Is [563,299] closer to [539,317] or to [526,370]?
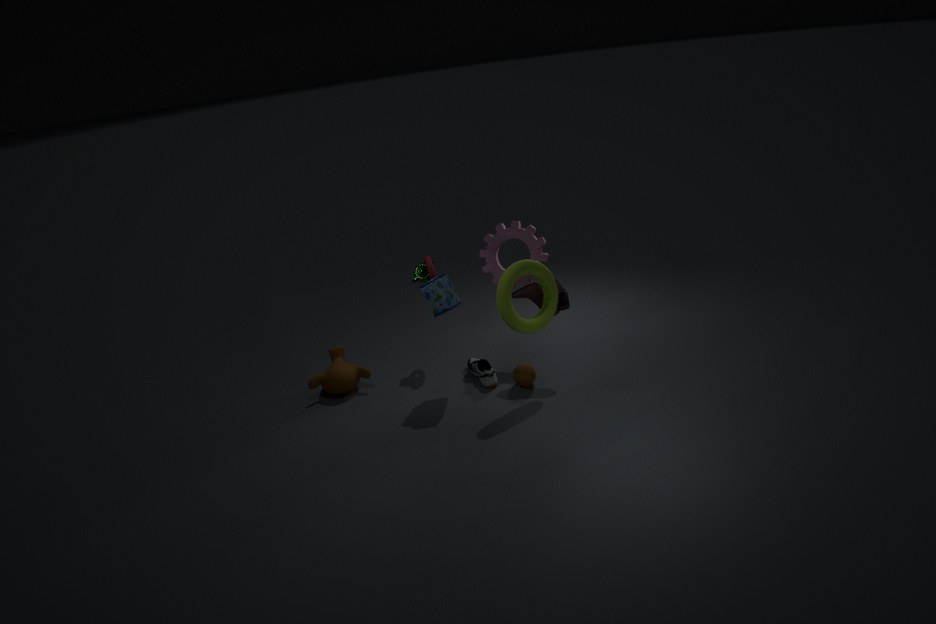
[539,317]
